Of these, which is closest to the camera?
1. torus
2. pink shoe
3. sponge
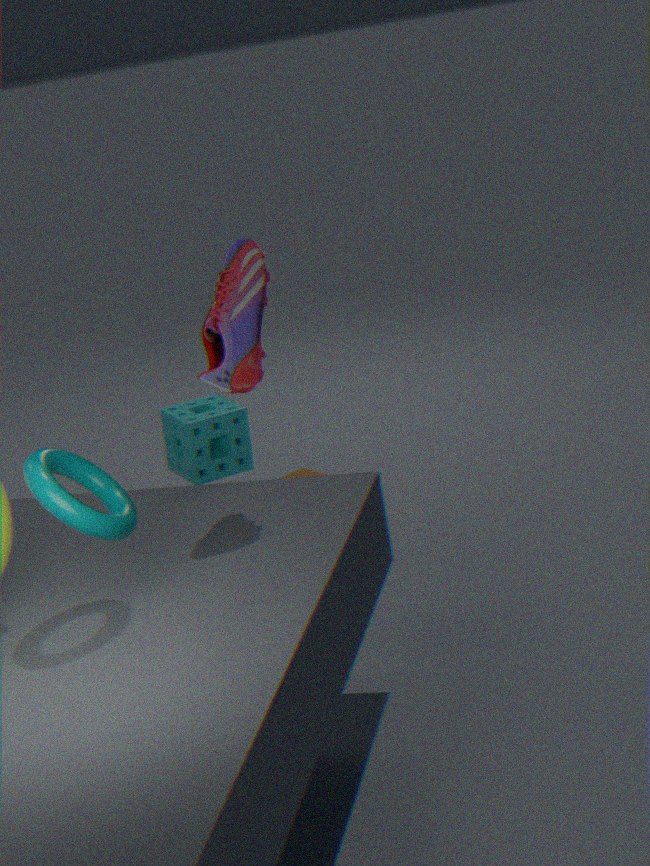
torus
